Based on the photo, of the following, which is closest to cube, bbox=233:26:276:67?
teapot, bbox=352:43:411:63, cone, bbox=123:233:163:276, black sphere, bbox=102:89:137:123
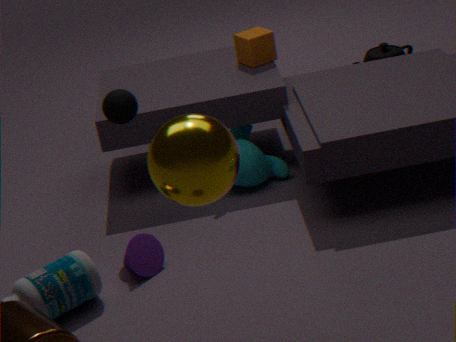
teapot, bbox=352:43:411:63
